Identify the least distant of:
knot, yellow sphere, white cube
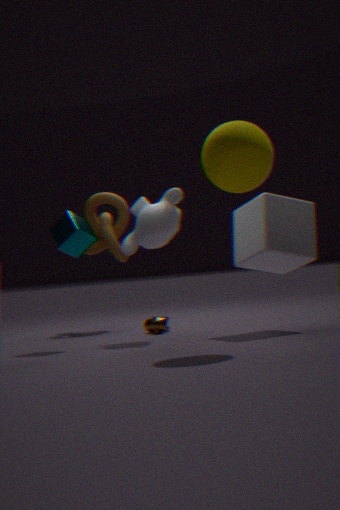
yellow sphere
